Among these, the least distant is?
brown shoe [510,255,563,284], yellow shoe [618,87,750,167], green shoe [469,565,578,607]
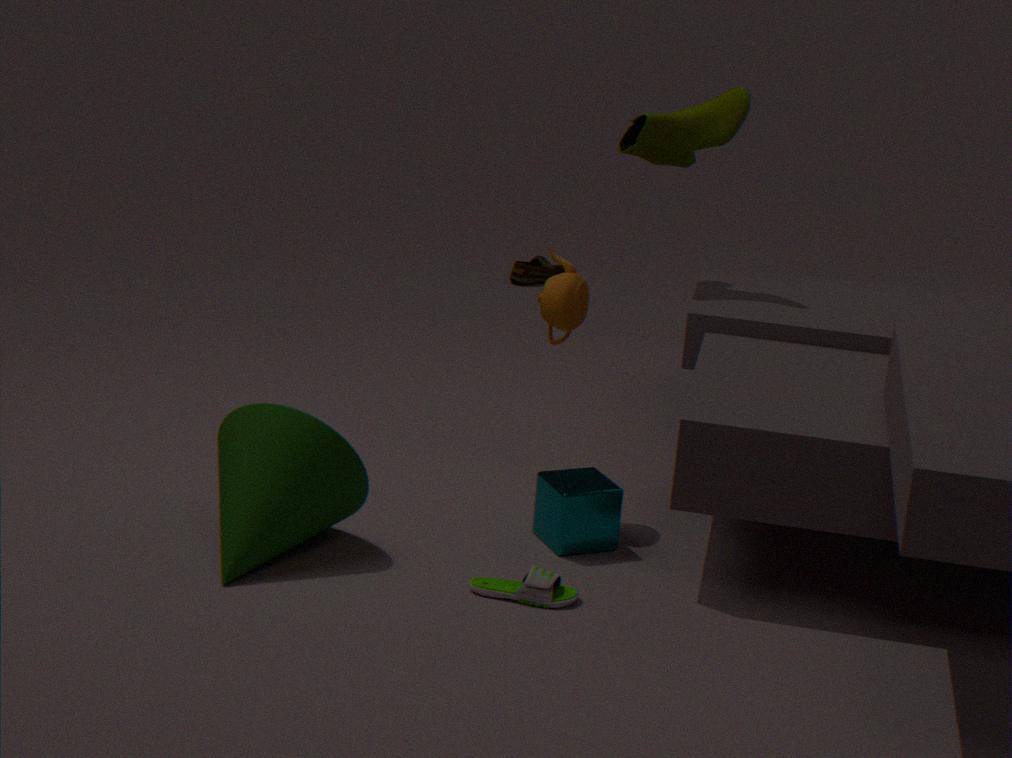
green shoe [469,565,578,607]
